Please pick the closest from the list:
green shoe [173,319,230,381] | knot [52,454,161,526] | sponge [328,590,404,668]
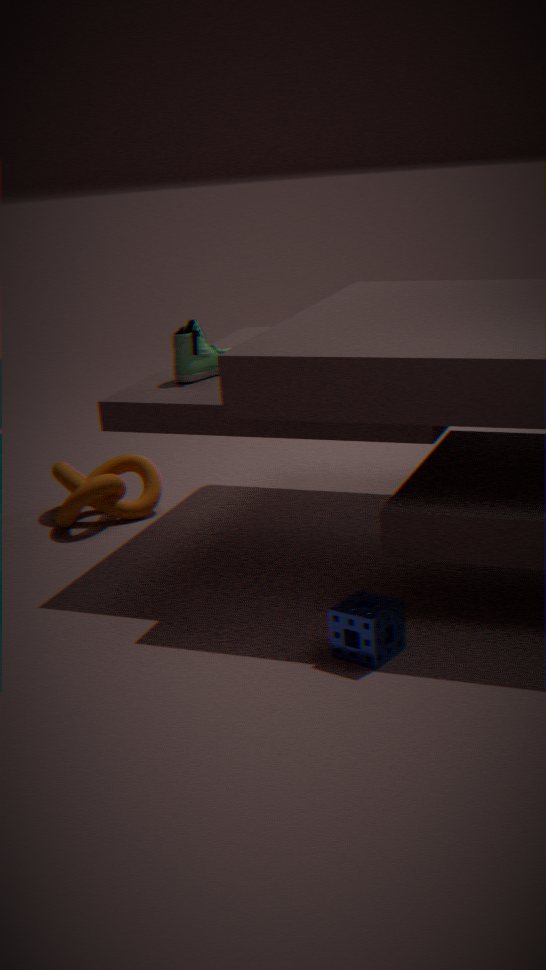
sponge [328,590,404,668]
